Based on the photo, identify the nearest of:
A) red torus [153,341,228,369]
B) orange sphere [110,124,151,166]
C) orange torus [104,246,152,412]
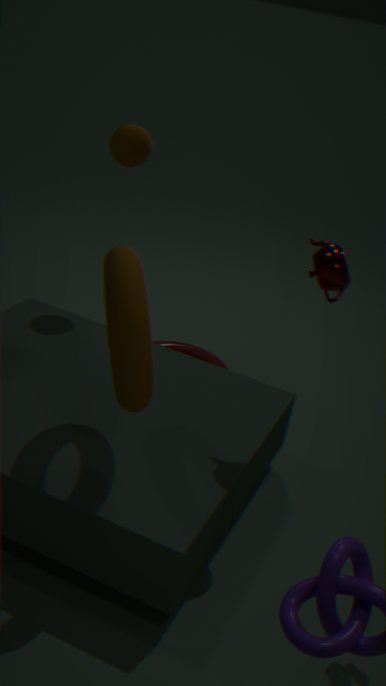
C. orange torus [104,246,152,412]
